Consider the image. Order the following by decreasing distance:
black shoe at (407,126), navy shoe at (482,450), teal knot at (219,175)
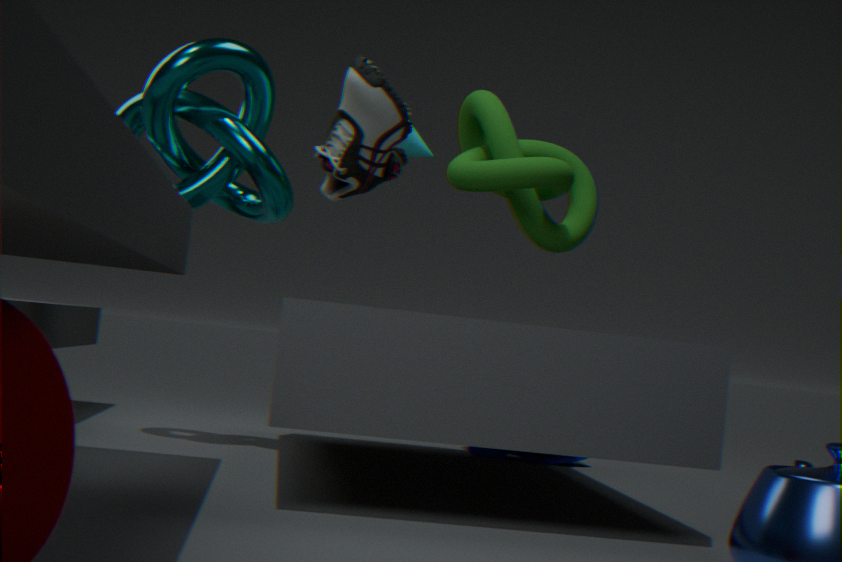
1. navy shoe at (482,450)
2. teal knot at (219,175)
3. black shoe at (407,126)
